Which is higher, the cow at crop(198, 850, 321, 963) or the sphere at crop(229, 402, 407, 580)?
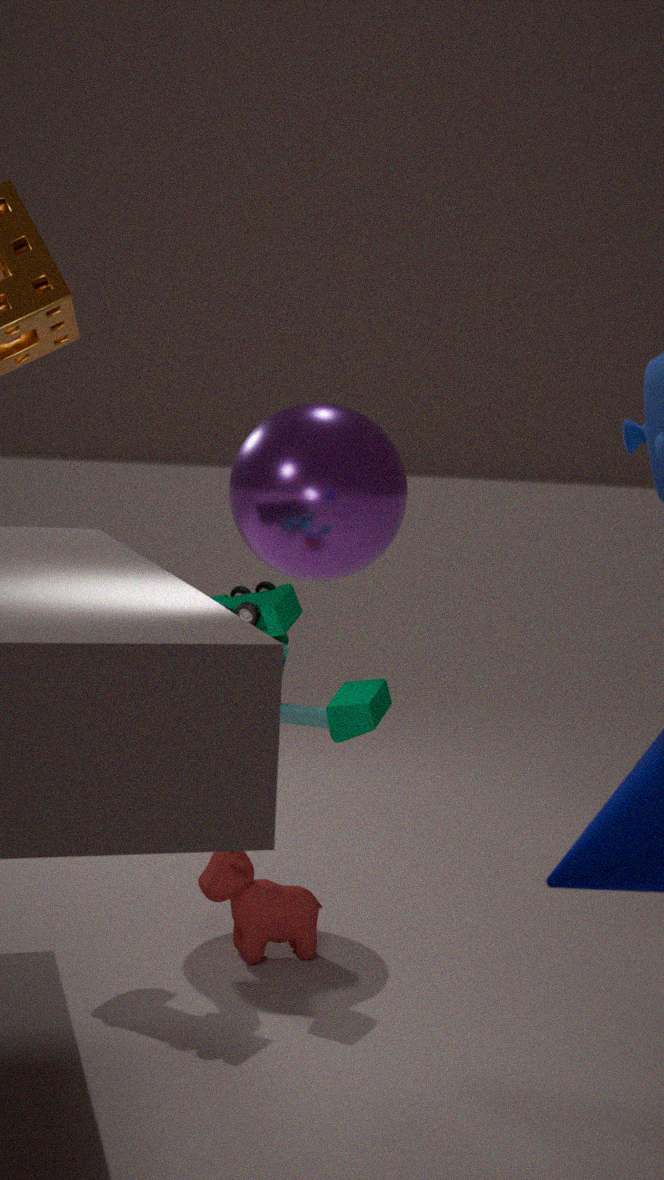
the sphere at crop(229, 402, 407, 580)
